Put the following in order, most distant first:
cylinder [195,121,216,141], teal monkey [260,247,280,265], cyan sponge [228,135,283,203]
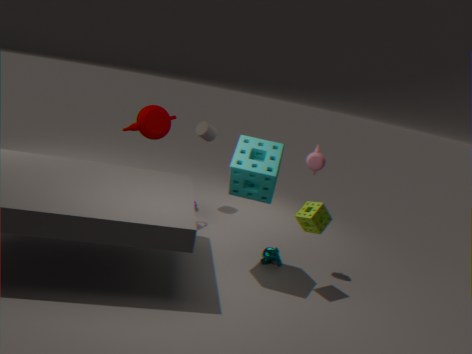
cylinder [195,121,216,141] → teal monkey [260,247,280,265] → cyan sponge [228,135,283,203]
